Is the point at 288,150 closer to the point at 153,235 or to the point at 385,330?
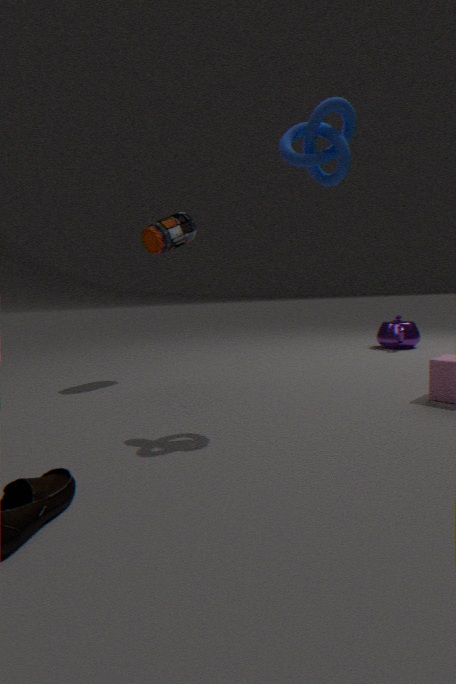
the point at 153,235
